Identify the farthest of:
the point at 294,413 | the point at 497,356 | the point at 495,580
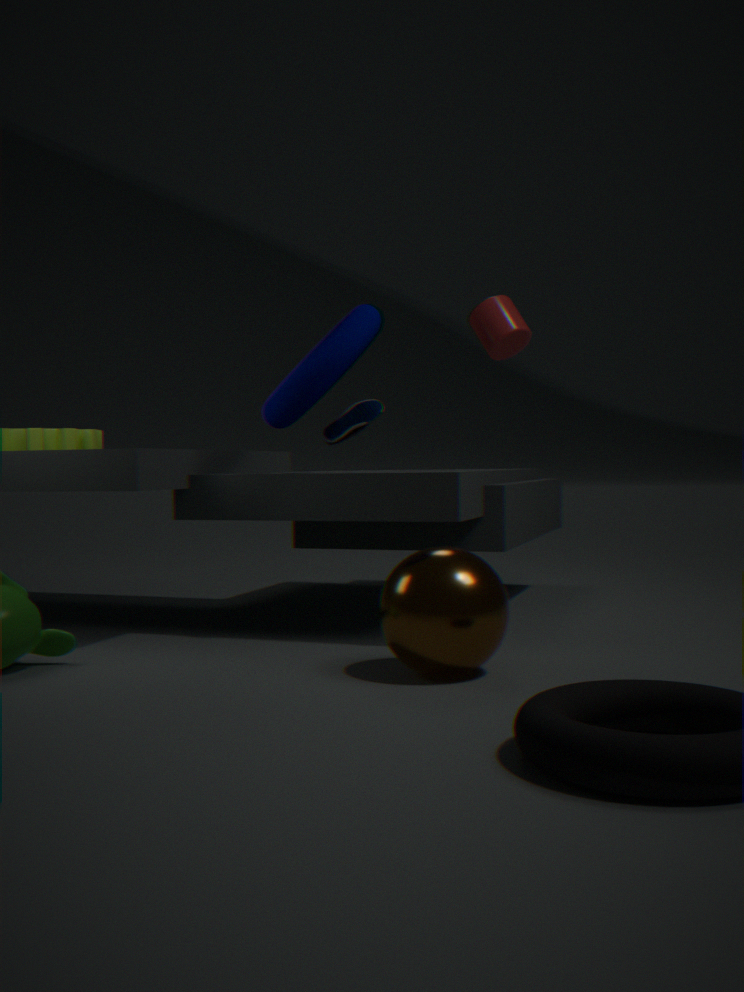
the point at 497,356
